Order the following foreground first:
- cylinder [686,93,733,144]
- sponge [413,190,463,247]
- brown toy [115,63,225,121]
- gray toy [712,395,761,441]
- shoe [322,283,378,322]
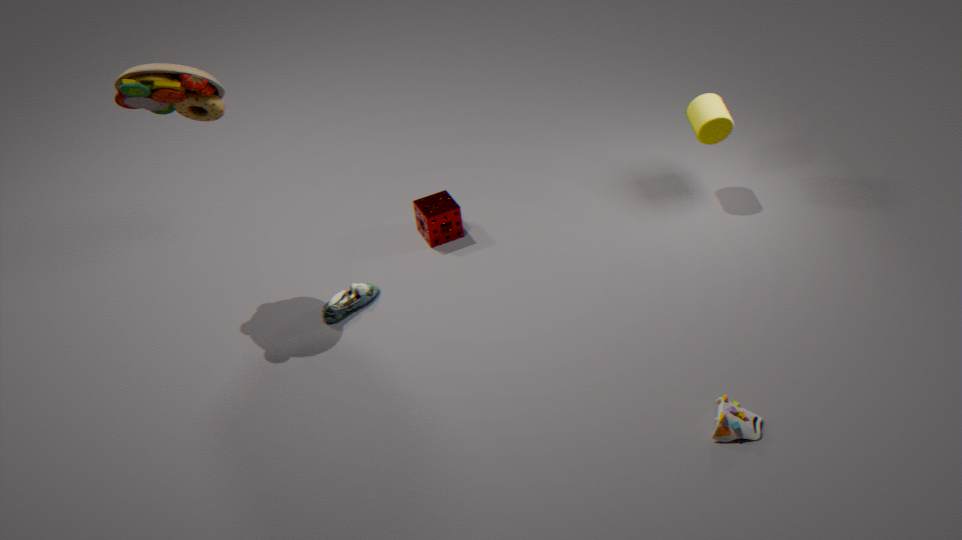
gray toy [712,395,761,441], brown toy [115,63,225,121], shoe [322,283,378,322], cylinder [686,93,733,144], sponge [413,190,463,247]
